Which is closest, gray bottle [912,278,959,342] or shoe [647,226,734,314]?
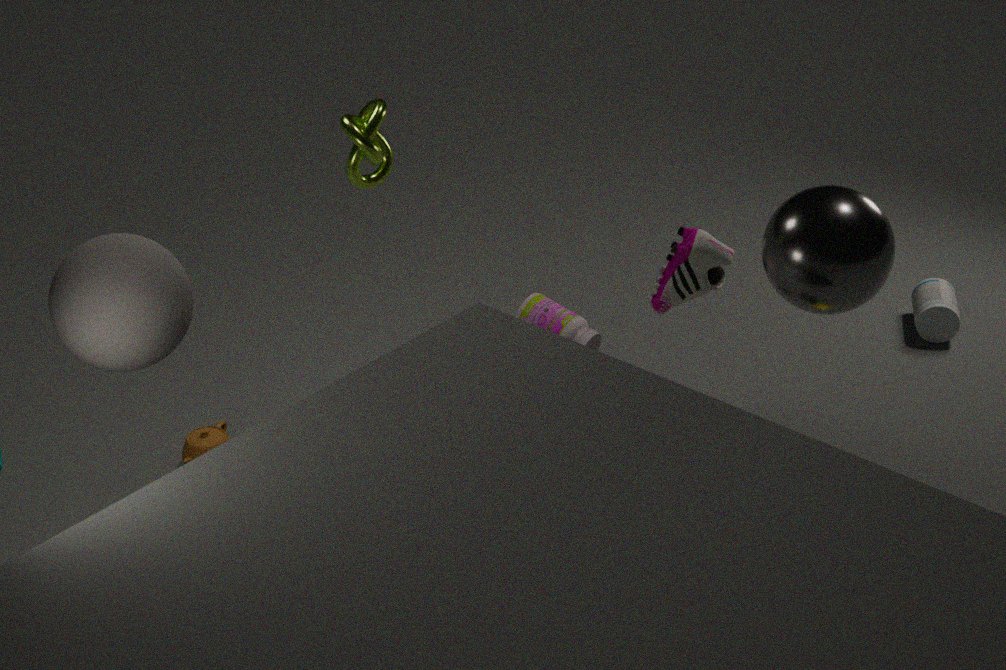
shoe [647,226,734,314]
